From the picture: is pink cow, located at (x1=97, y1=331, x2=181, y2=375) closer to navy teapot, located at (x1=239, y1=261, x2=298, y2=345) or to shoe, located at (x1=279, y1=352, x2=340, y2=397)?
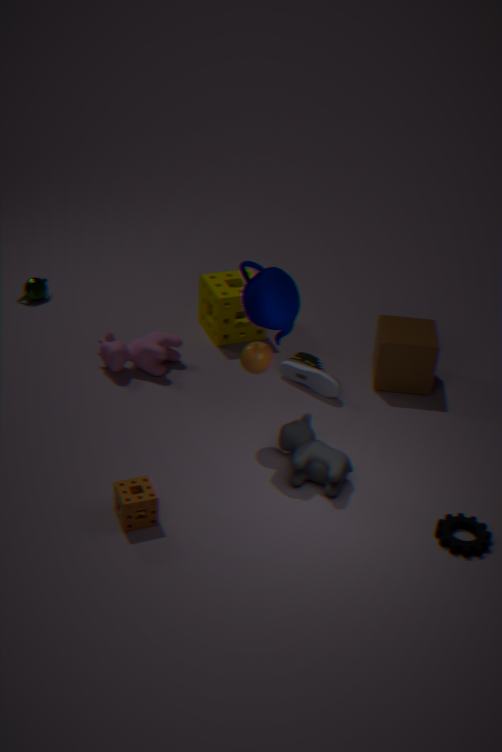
shoe, located at (x1=279, y1=352, x2=340, y2=397)
